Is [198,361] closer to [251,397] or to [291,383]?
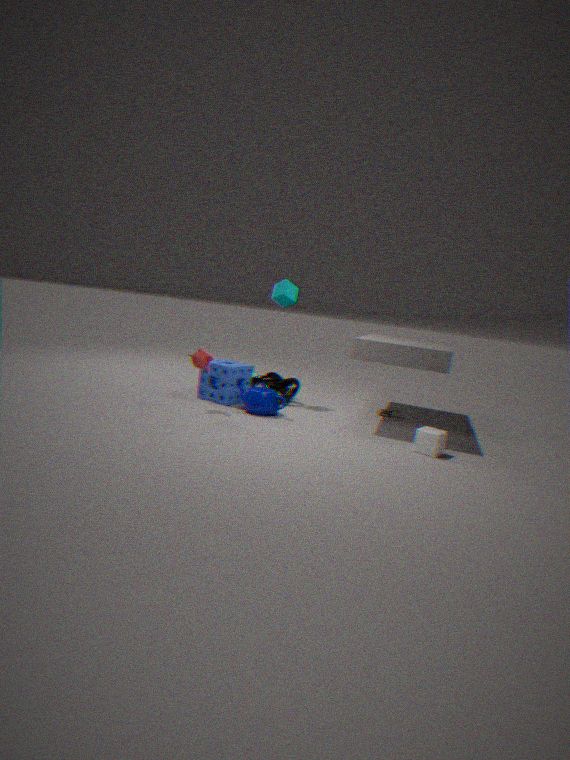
[251,397]
